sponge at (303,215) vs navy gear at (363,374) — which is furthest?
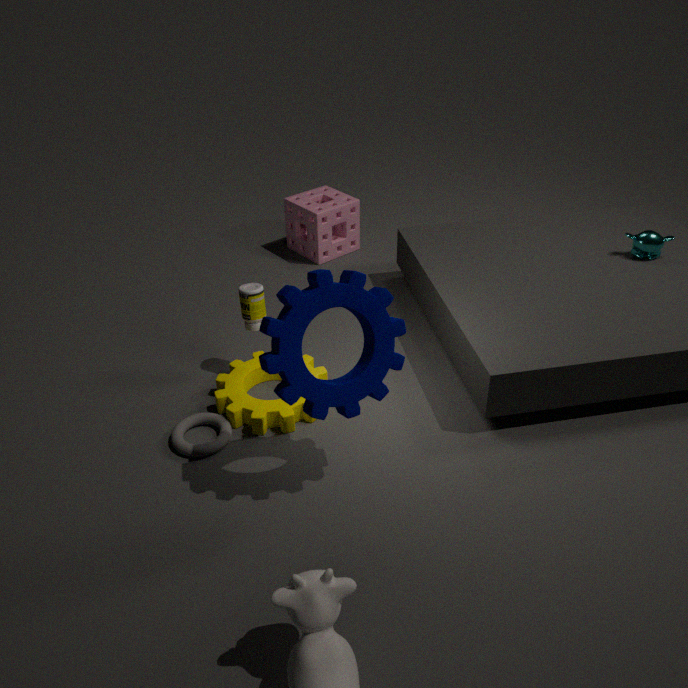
sponge at (303,215)
